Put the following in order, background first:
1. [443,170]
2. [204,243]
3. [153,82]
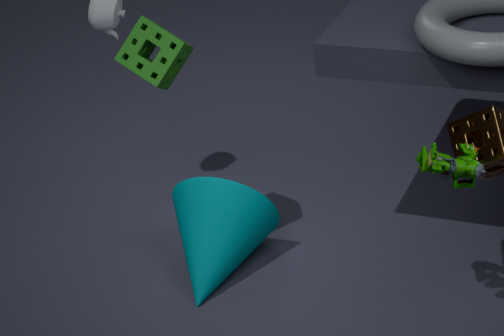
1. [204,243]
2. [153,82]
3. [443,170]
